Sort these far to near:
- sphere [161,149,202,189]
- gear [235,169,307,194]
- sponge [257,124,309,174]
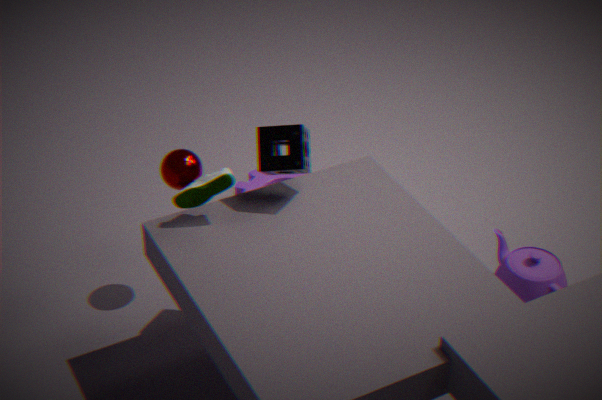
1. gear [235,169,307,194]
2. sphere [161,149,202,189]
3. sponge [257,124,309,174]
